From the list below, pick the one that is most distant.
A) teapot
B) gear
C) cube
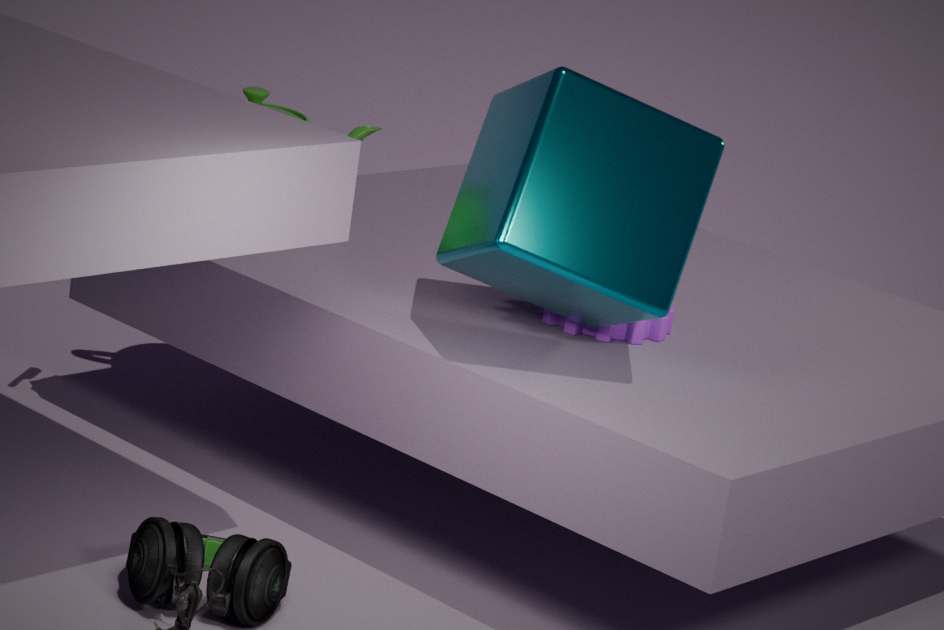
teapot
